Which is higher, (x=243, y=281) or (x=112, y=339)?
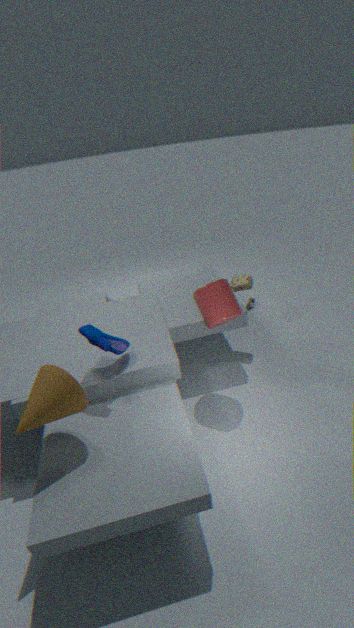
(x=112, y=339)
